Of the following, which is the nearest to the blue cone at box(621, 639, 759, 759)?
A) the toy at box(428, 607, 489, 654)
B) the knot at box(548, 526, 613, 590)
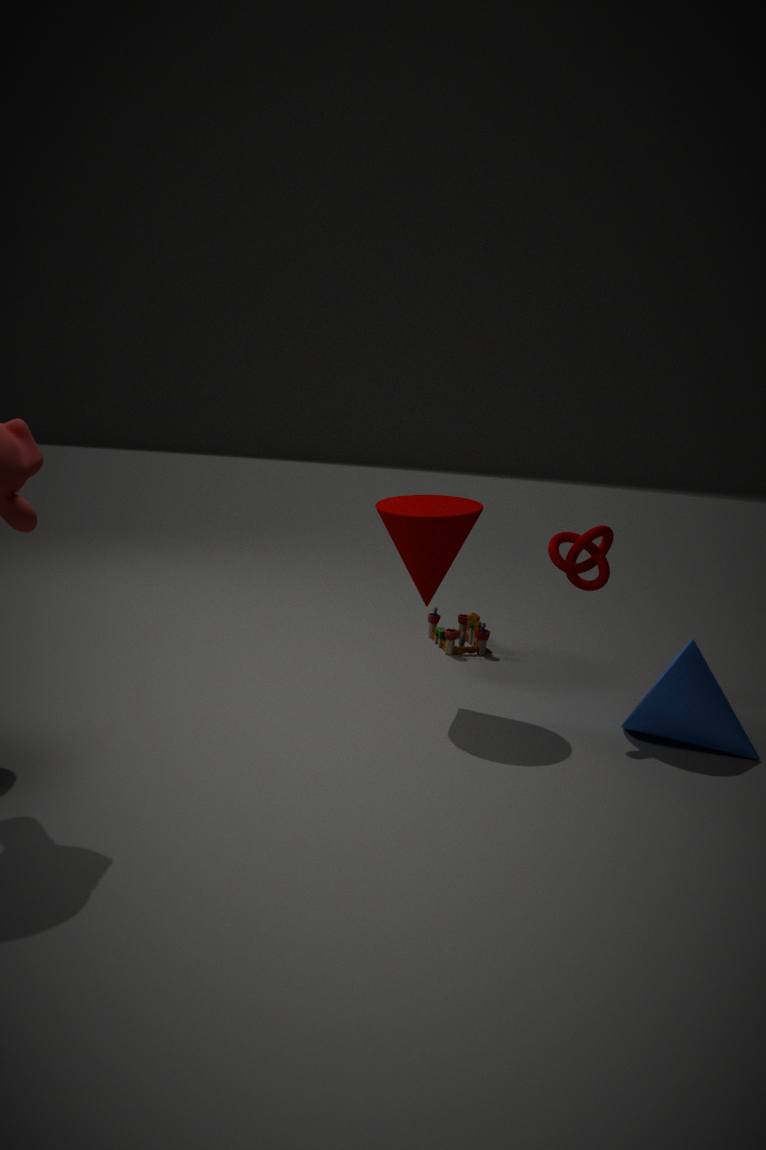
the knot at box(548, 526, 613, 590)
